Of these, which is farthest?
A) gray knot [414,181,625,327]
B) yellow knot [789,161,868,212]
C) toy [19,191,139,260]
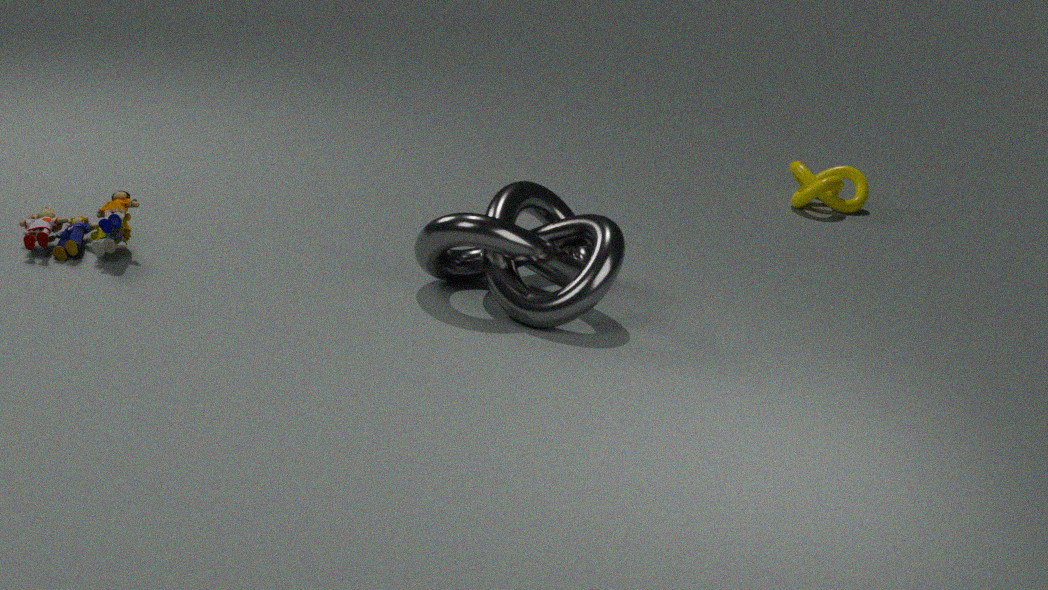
yellow knot [789,161,868,212]
